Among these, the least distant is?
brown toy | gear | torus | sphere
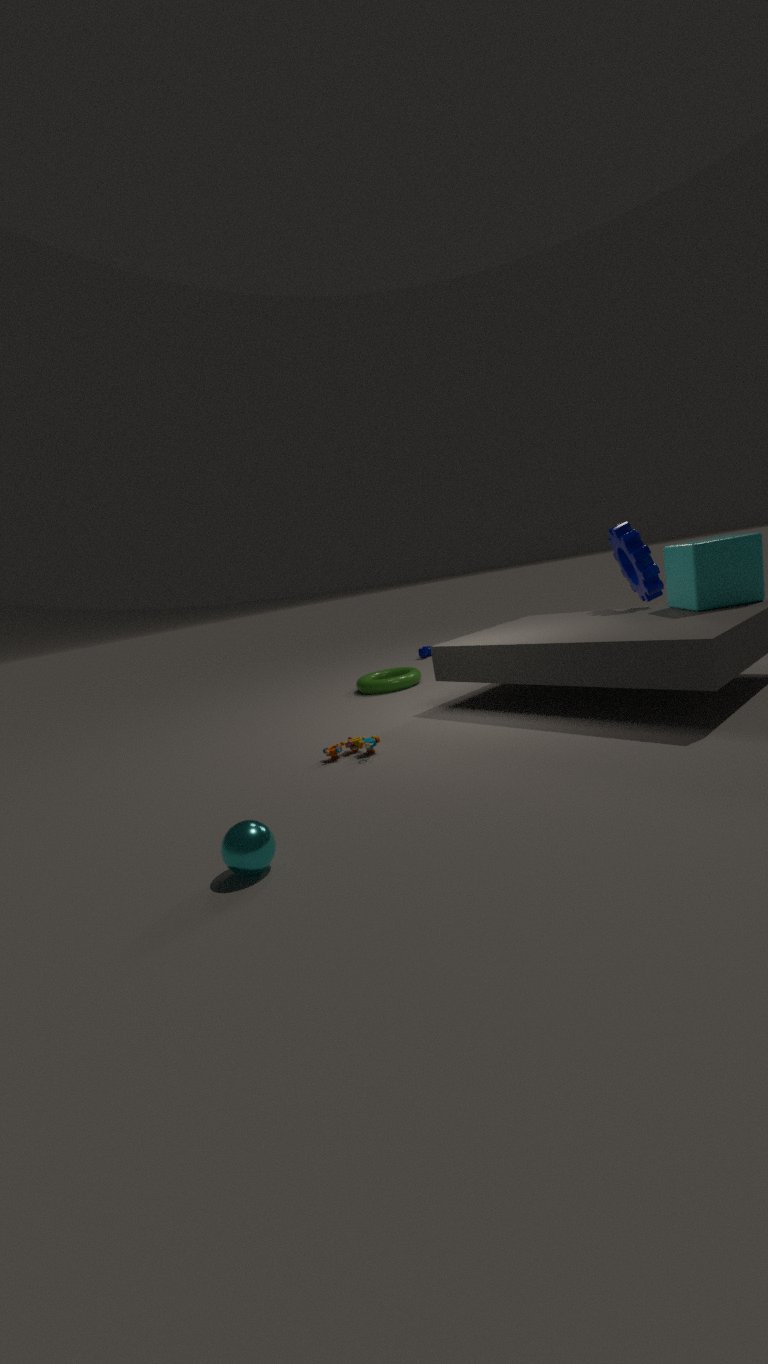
sphere
